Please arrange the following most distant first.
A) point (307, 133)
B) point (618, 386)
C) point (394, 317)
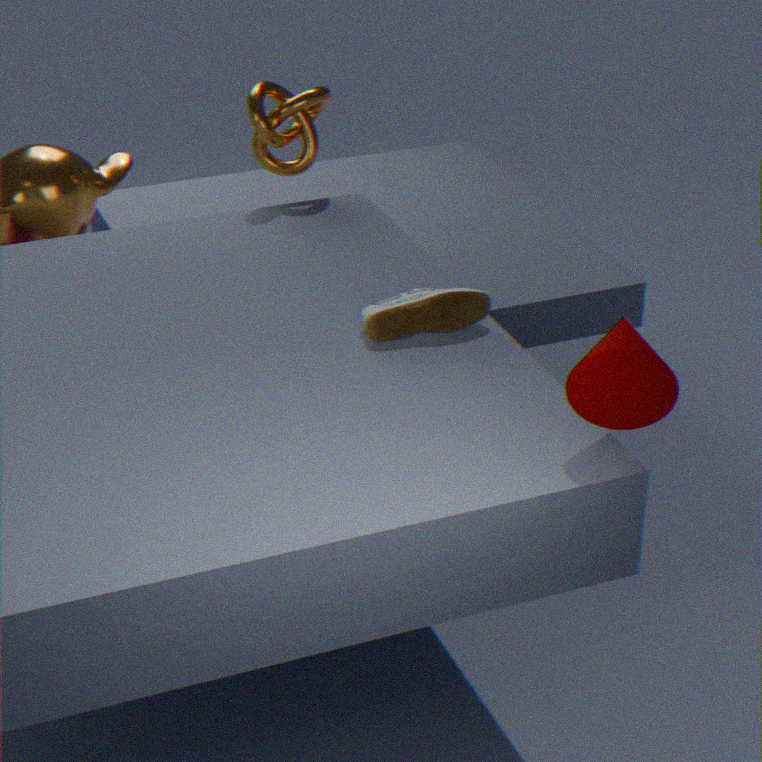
point (307, 133) < point (394, 317) < point (618, 386)
